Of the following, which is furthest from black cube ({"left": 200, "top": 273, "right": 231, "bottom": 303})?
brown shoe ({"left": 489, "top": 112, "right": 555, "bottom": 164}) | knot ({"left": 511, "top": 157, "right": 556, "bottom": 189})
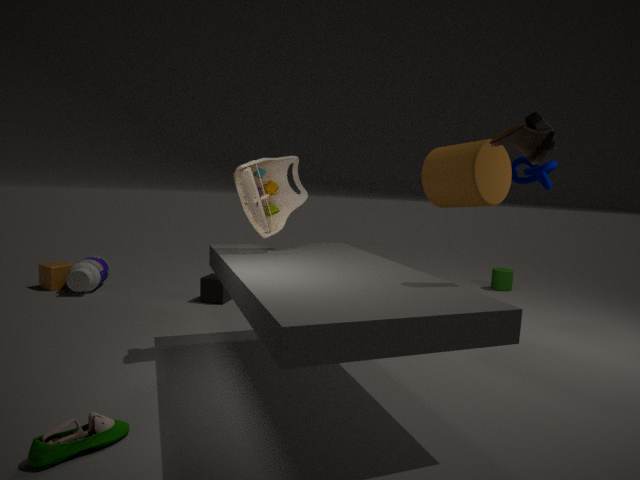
brown shoe ({"left": 489, "top": 112, "right": 555, "bottom": 164})
